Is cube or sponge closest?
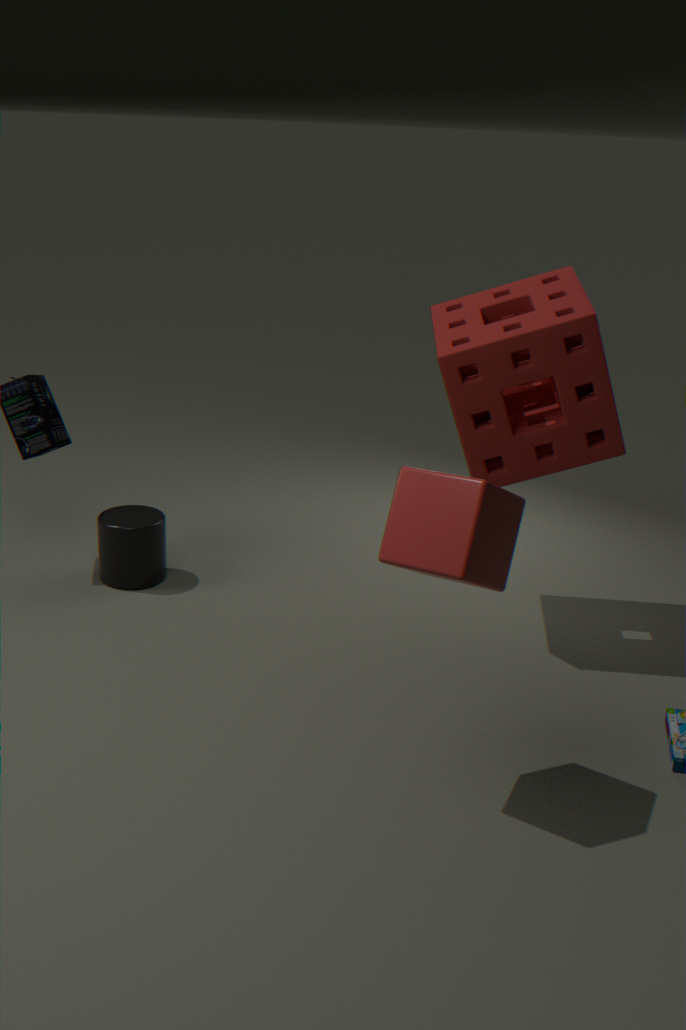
cube
